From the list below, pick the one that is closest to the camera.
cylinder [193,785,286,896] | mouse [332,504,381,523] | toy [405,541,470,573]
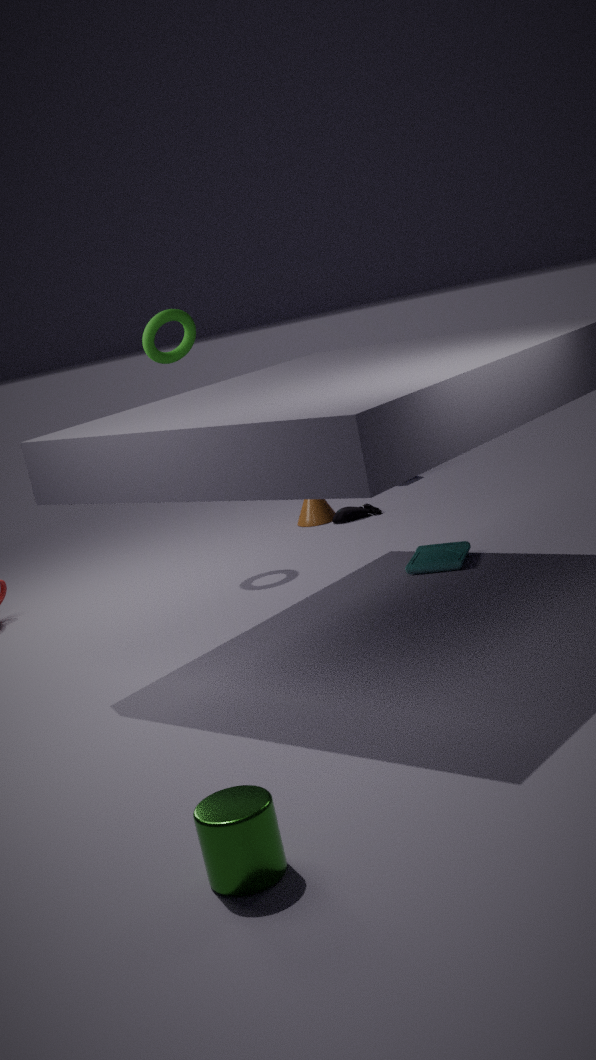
cylinder [193,785,286,896]
